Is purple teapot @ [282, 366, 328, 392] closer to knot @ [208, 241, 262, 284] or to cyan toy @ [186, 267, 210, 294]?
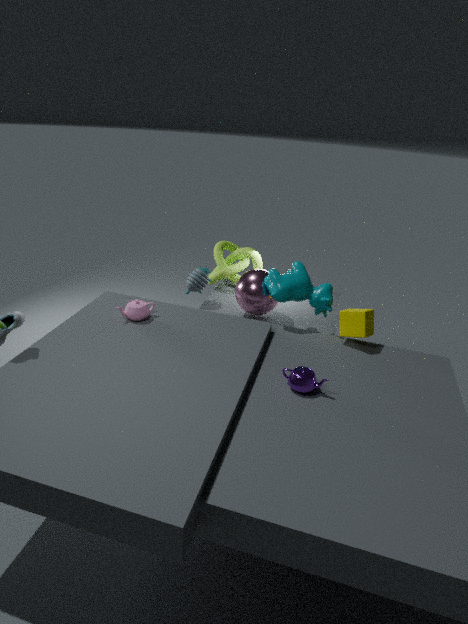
cyan toy @ [186, 267, 210, 294]
